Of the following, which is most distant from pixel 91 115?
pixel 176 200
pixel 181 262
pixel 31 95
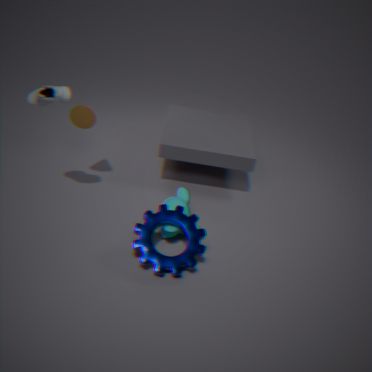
pixel 181 262
